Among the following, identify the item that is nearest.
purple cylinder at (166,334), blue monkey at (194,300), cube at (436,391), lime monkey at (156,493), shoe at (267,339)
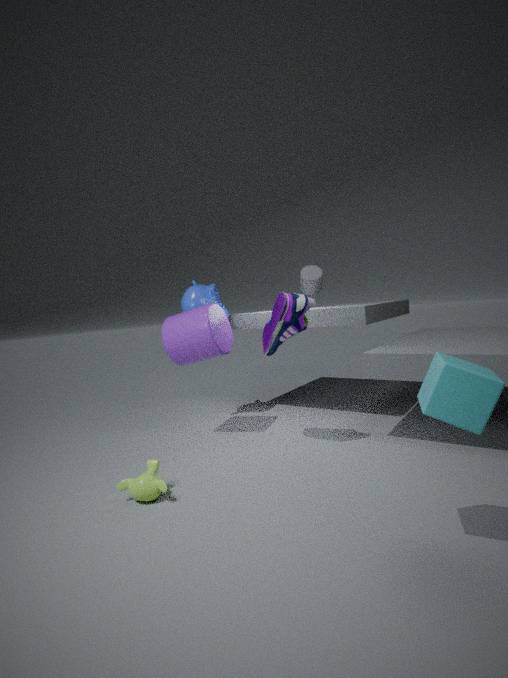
cube at (436,391)
